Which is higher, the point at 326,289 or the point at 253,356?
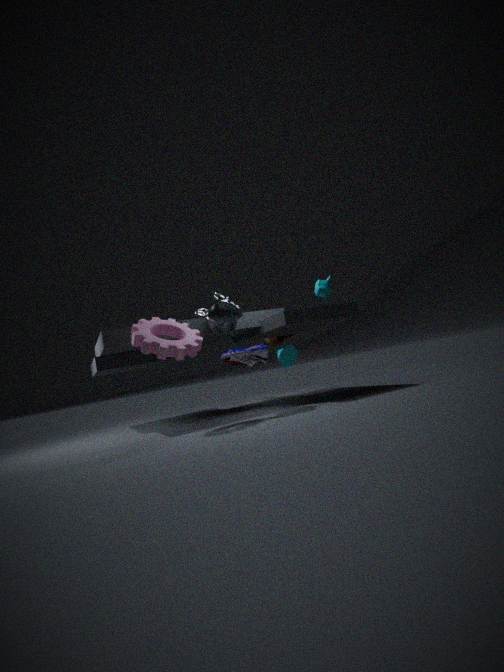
the point at 326,289
